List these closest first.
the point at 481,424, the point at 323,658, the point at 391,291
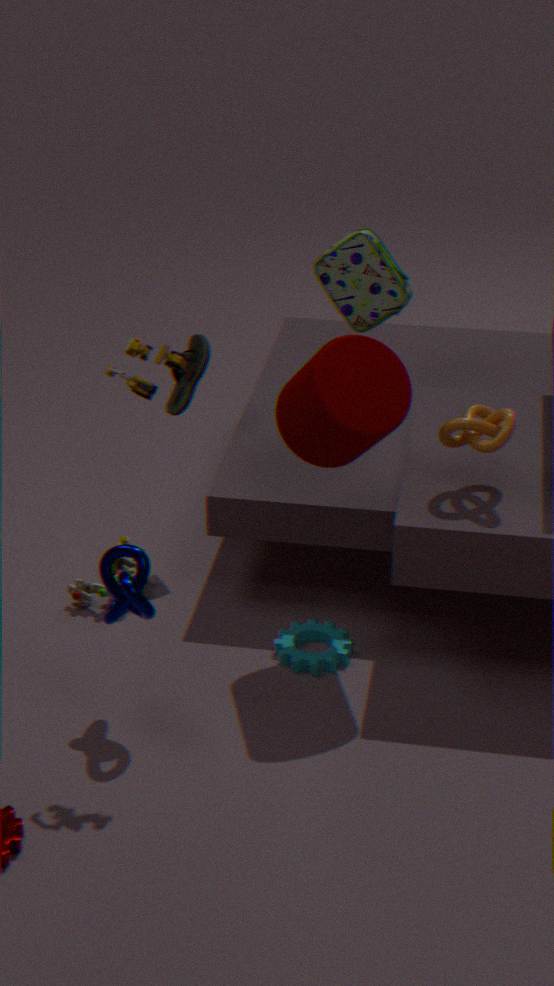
A: the point at 481,424 → the point at 323,658 → the point at 391,291
